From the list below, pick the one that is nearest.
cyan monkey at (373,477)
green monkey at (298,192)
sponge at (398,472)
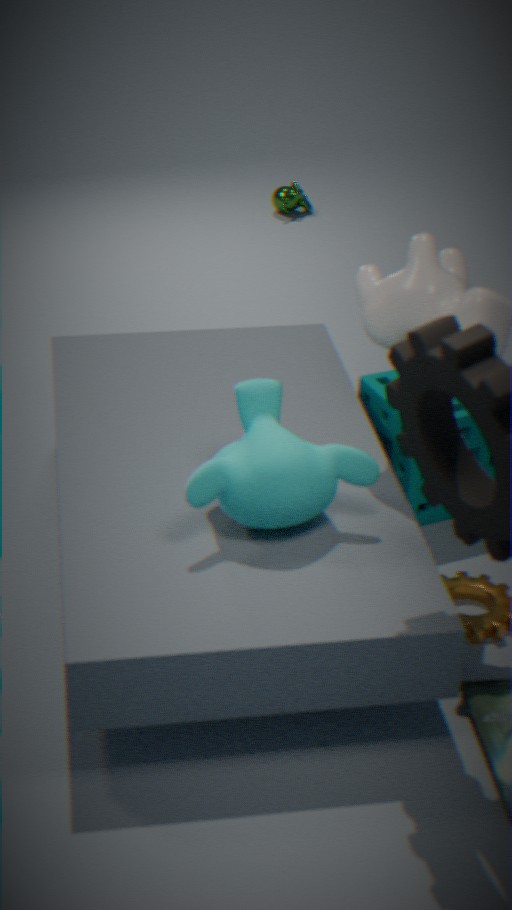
cyan monkey at (373,477)
